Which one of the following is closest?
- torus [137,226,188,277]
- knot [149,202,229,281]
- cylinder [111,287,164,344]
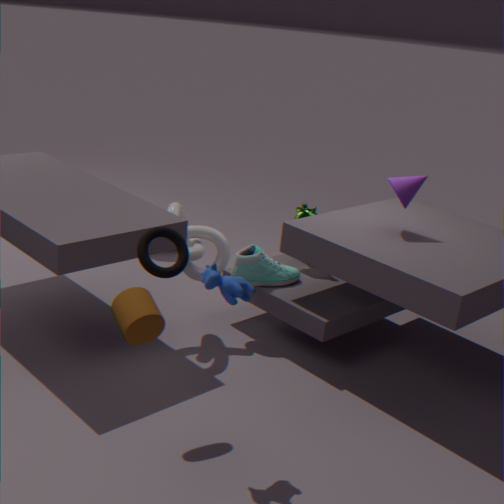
cylinder [111,287,164,344]
